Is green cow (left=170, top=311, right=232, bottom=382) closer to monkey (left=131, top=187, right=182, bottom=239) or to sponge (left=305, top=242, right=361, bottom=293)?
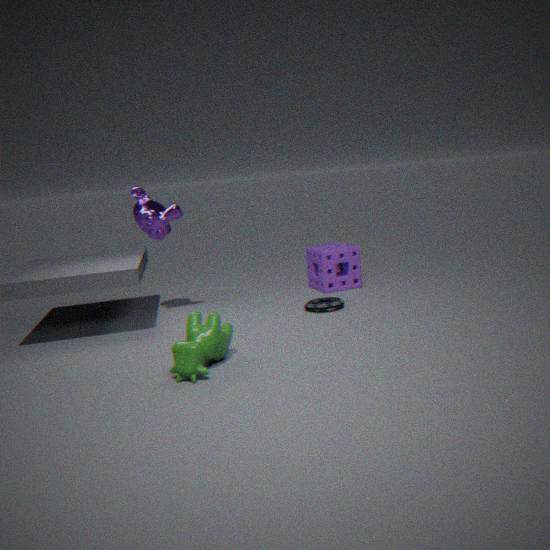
monkey (left=131, top=187, right=182, bottom=239)
